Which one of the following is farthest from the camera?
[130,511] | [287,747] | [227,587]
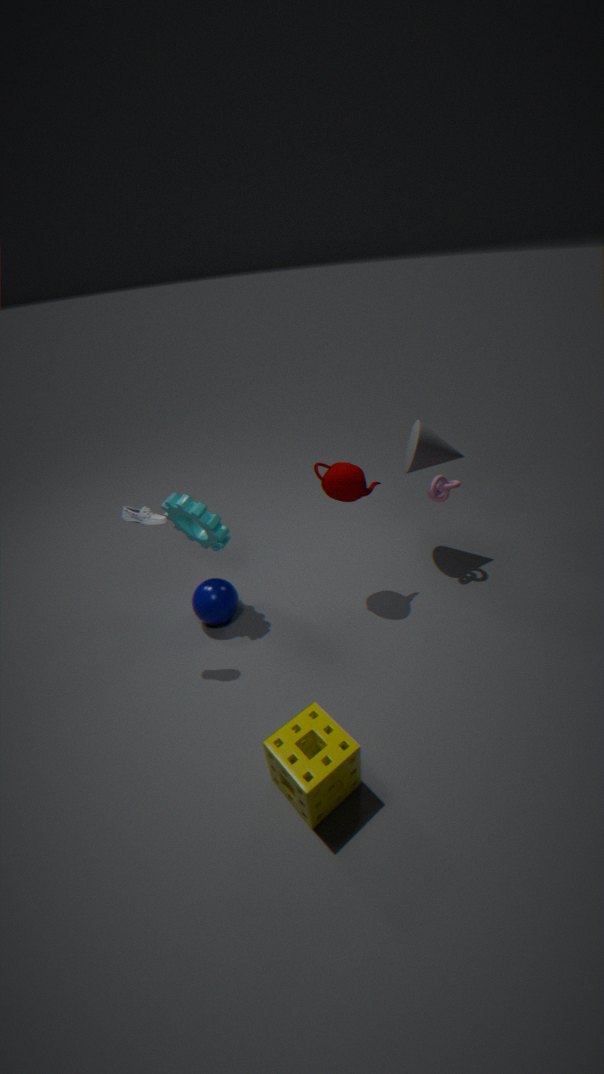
[227,587]
